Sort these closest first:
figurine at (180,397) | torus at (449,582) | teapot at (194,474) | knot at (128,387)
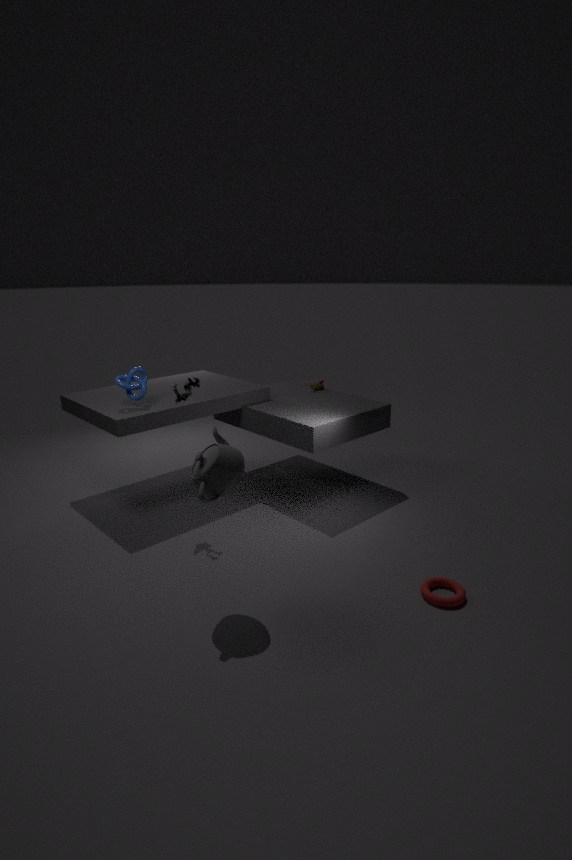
teapot at (194,474) < torus at (449,582) < figurine at (180,397) < knot at (128,387)
